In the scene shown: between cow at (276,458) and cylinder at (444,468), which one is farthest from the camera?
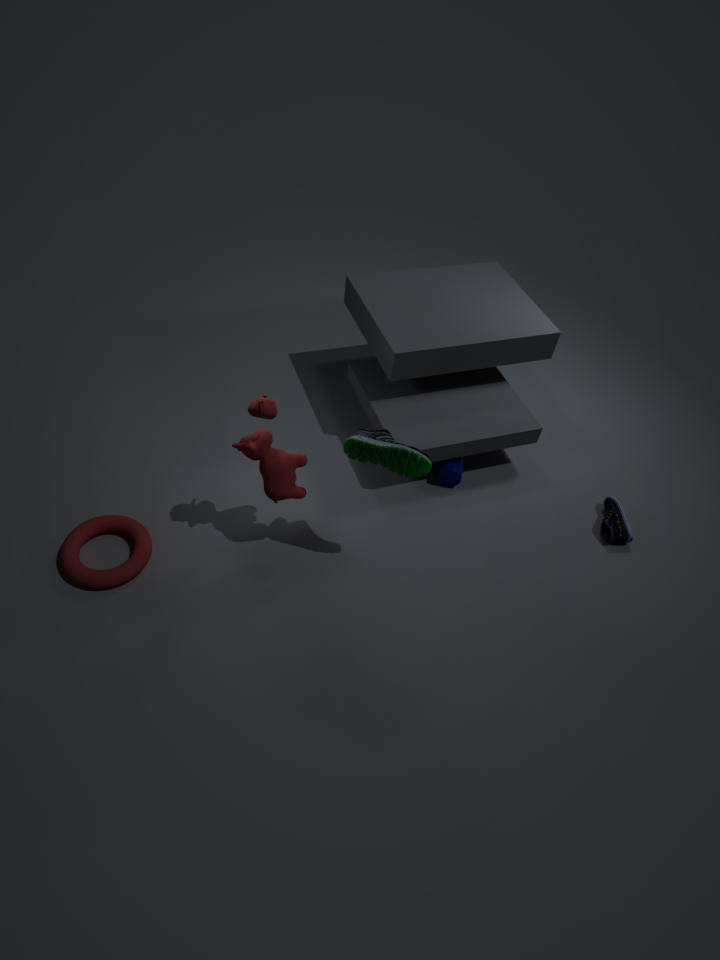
cylinder at (444,468)
